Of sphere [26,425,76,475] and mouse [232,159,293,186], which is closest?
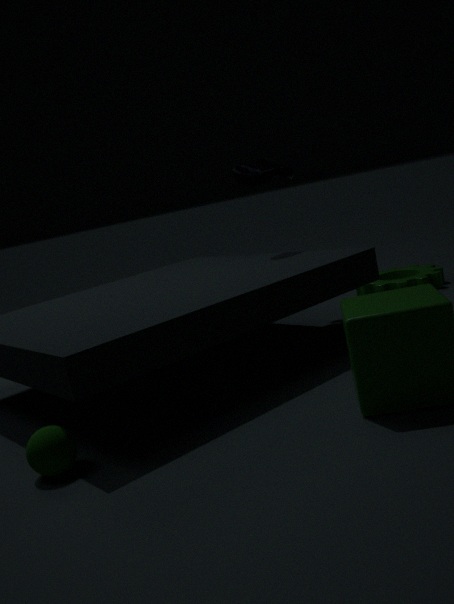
sphere [26,425,76,475]
